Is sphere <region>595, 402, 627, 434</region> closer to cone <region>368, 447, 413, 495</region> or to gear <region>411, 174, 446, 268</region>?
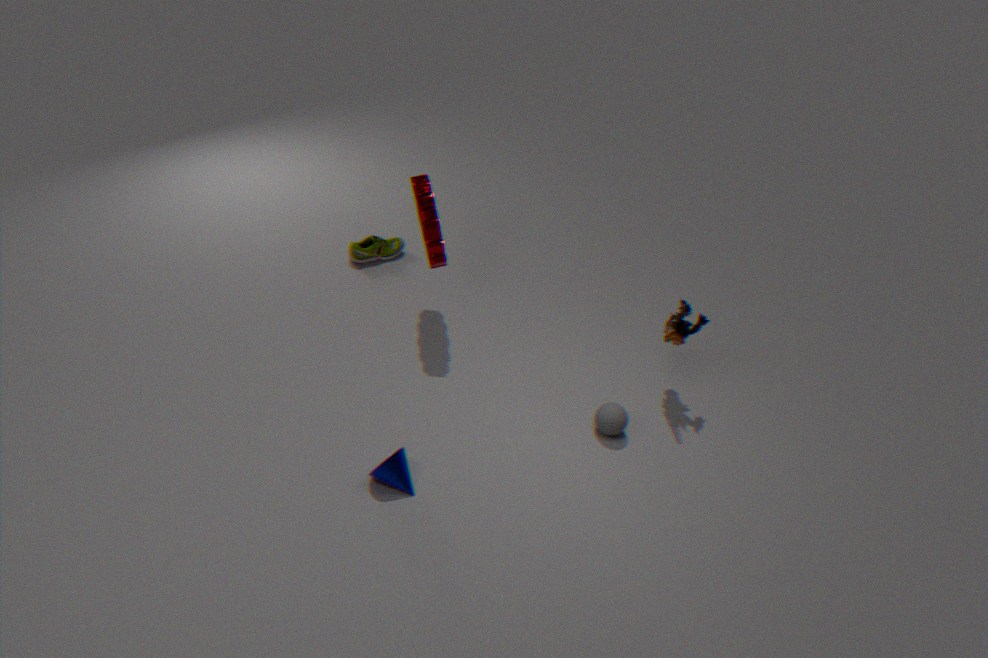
cone <region>368, 447, 413, 495</region>
